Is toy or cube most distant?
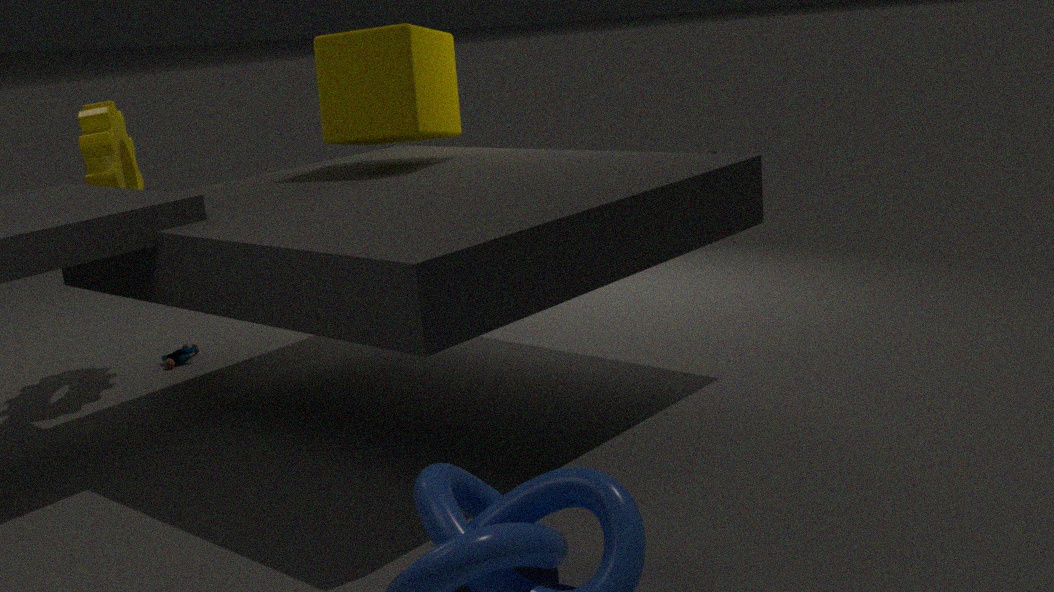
toy
